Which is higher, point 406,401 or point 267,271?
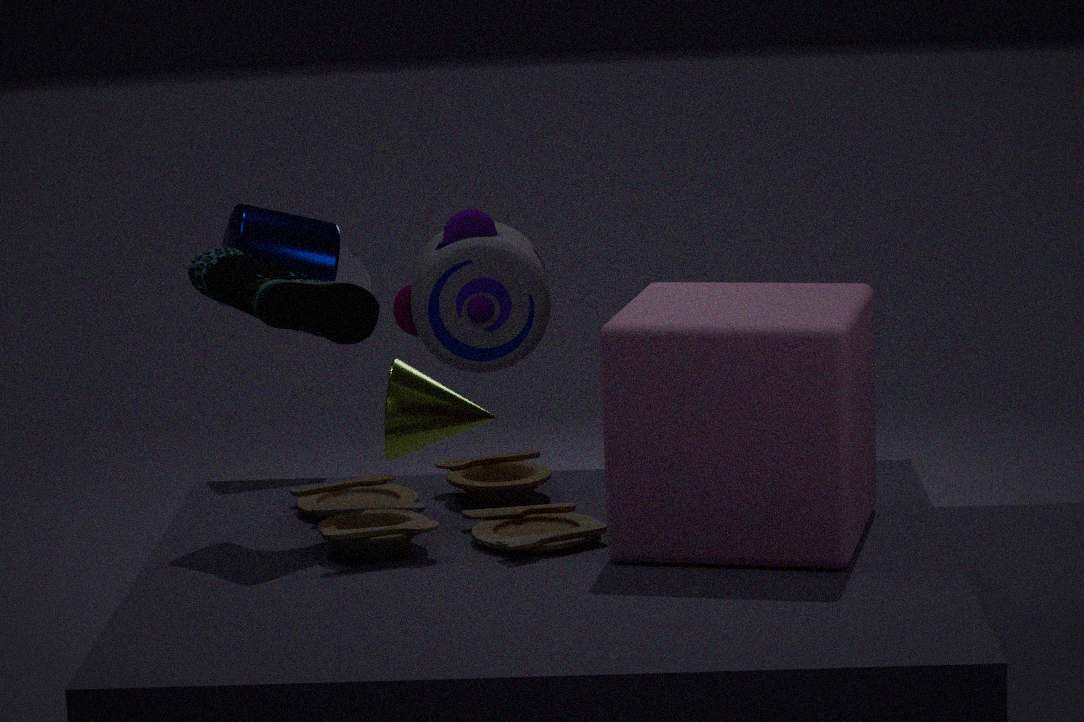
point 267,271
